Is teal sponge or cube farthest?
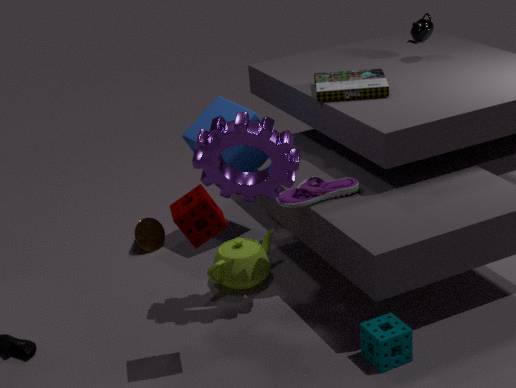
cube
